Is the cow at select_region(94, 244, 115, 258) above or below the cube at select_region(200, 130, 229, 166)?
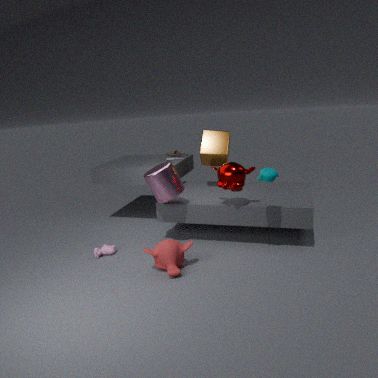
below
